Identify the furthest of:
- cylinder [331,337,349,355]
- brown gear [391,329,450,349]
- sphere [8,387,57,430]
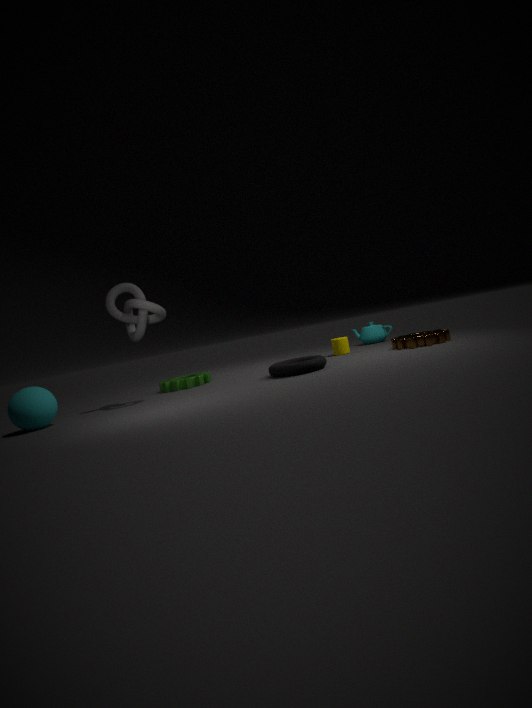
cylinder [331,337,349,355]
